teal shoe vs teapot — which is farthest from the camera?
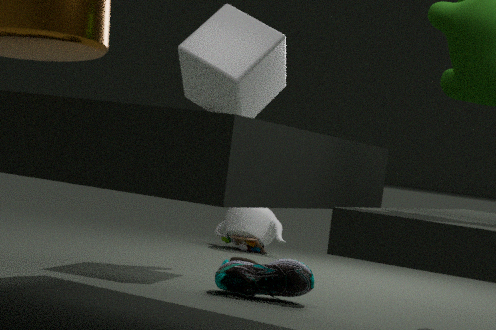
teapot
